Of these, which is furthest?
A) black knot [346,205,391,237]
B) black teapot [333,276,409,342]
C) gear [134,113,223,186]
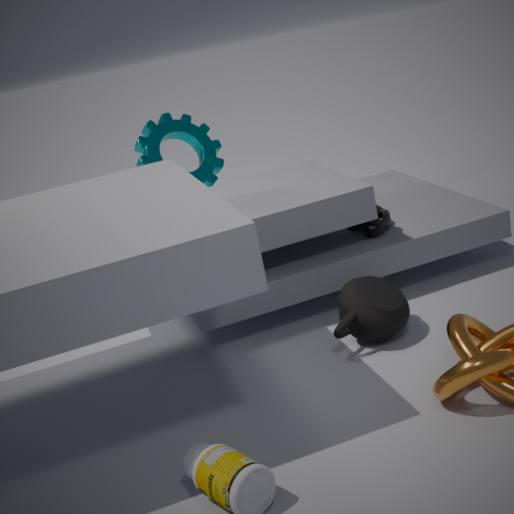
gear [134,113,223,186]
